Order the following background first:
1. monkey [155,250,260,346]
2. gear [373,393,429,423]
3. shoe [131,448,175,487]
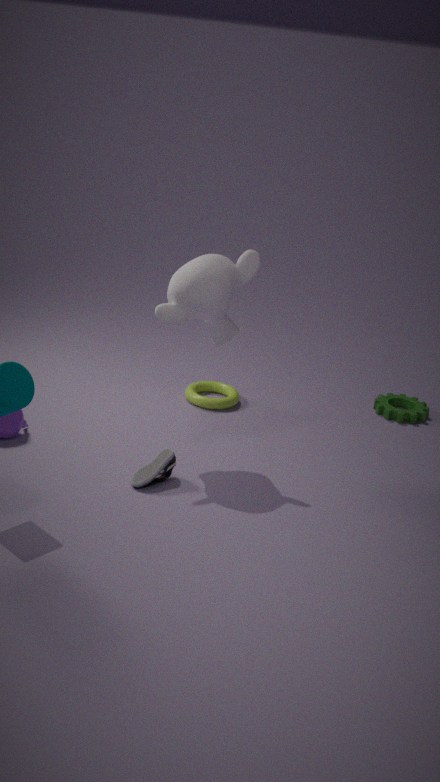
gear [373,393,429,423], monkey [155,250,260,346], shoe [131,448,175,487]
